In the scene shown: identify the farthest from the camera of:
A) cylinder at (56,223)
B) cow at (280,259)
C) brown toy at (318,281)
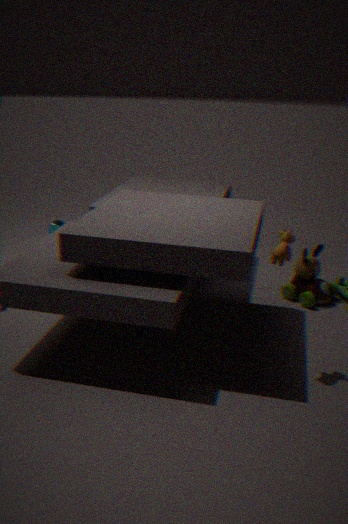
cylinder at (56,223)
